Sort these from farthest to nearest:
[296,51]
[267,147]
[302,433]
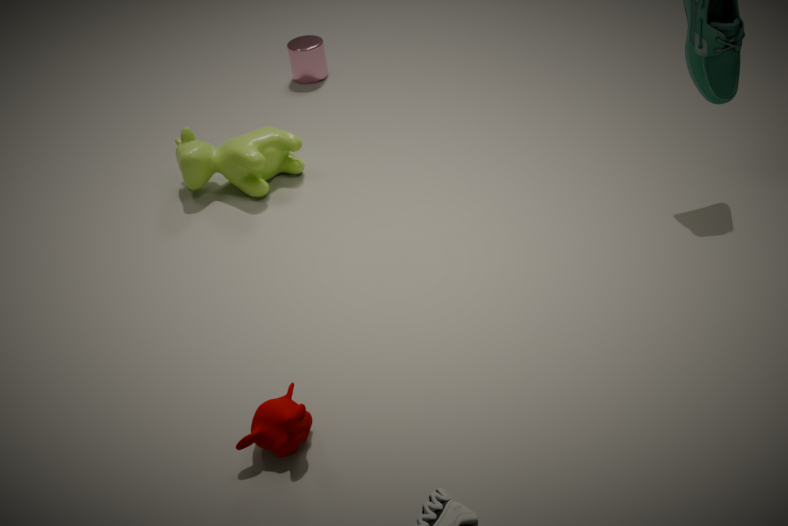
[296,51], [267,147], [302,433]
